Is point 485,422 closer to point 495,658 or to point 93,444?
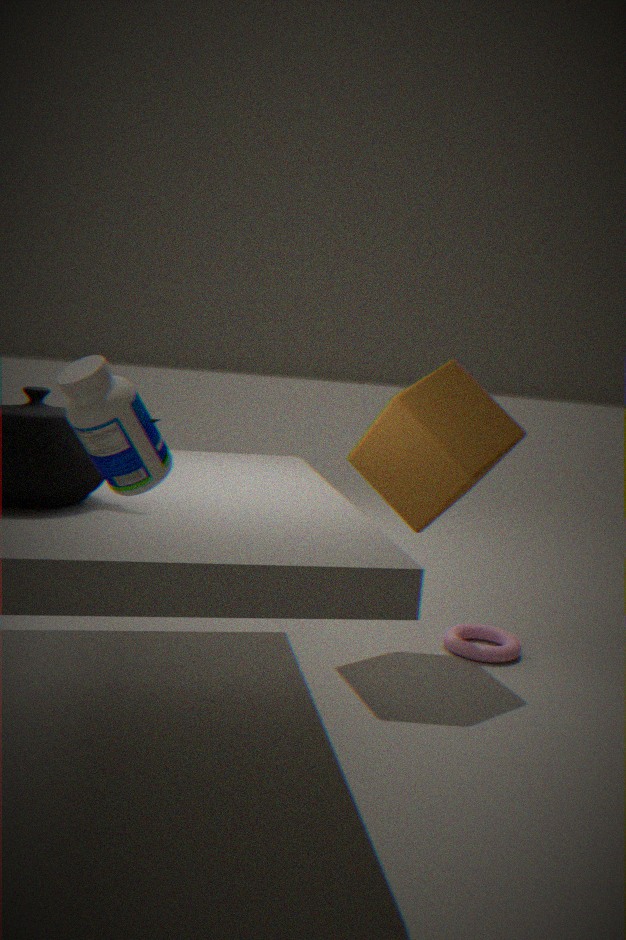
point 495,658
